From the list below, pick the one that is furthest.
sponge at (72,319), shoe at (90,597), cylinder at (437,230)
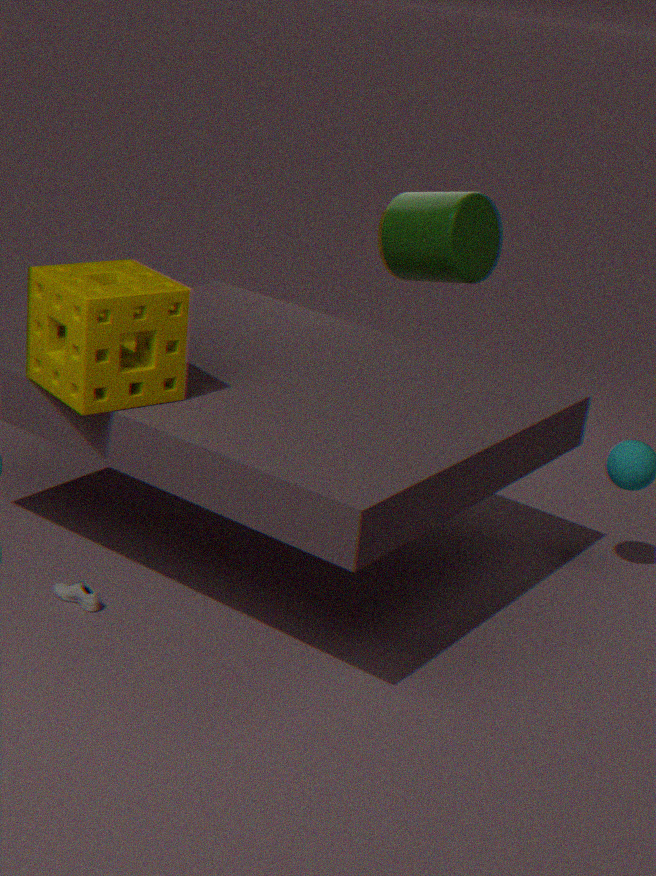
cylinder at (437,230)
